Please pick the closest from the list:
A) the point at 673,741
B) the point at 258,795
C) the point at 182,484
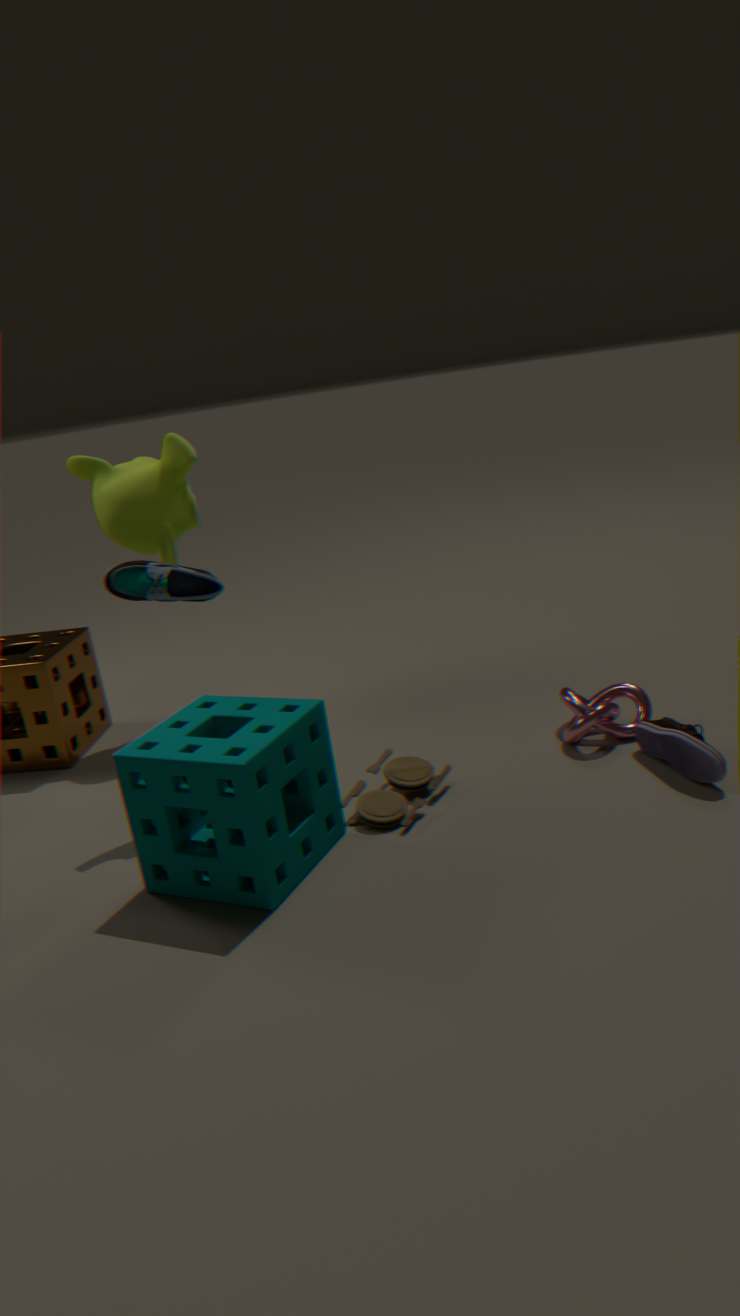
the point at 258,795
